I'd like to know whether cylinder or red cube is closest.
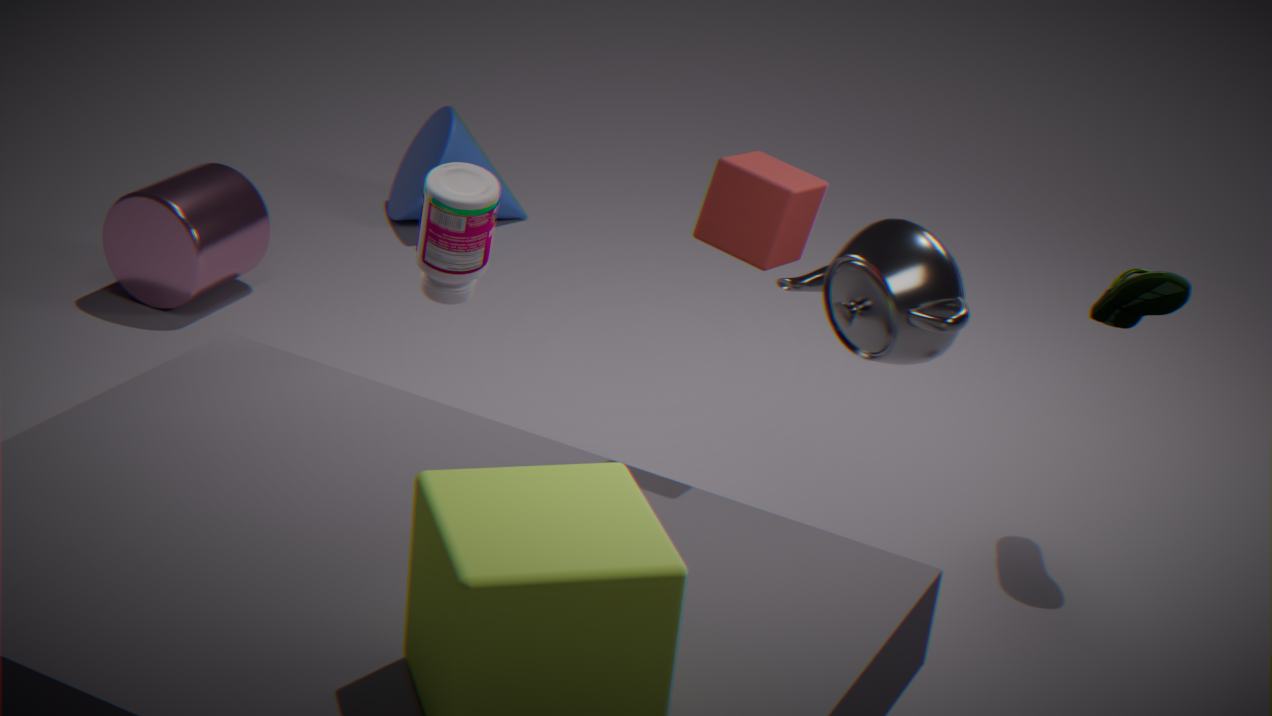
red cube
